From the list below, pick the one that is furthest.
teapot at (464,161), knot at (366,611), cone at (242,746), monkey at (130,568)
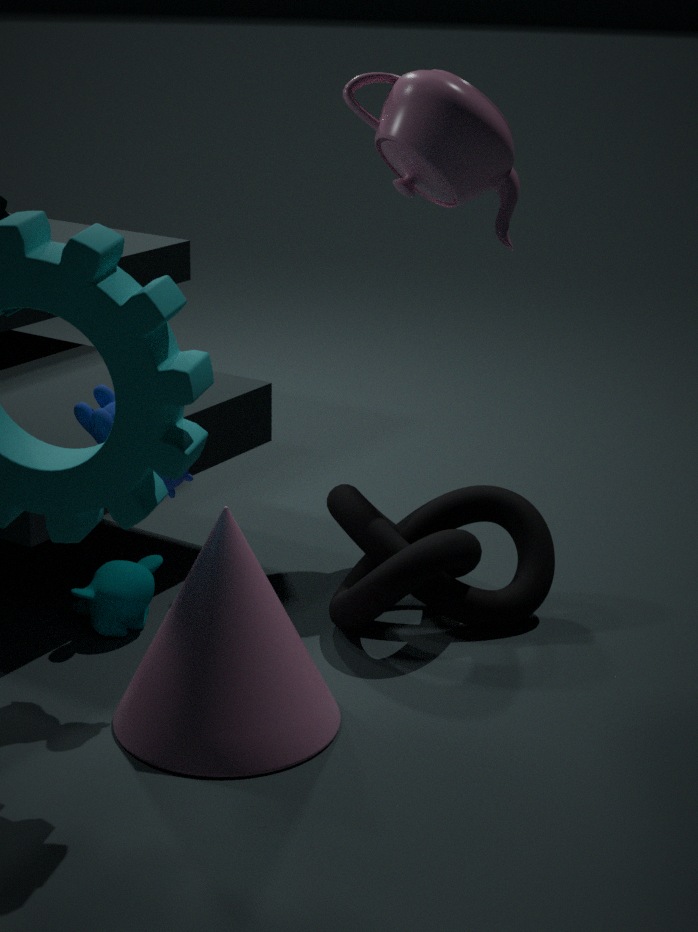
teapot at (464,161)
